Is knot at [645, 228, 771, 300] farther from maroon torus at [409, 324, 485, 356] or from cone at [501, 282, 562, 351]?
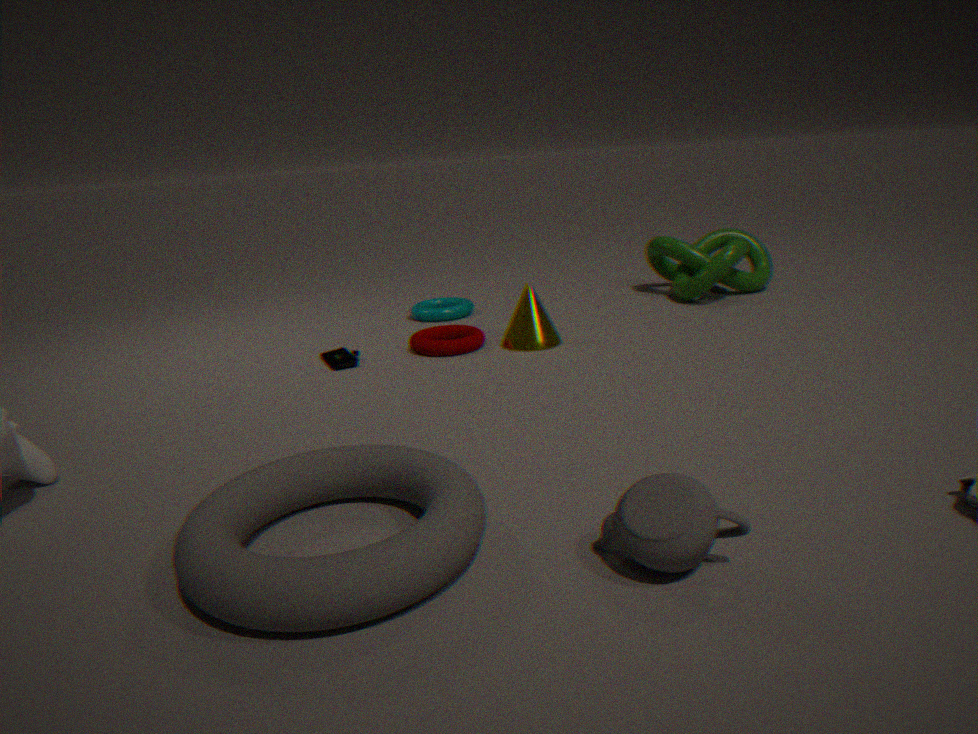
maroon torus at [409, 324, 485, 356]
